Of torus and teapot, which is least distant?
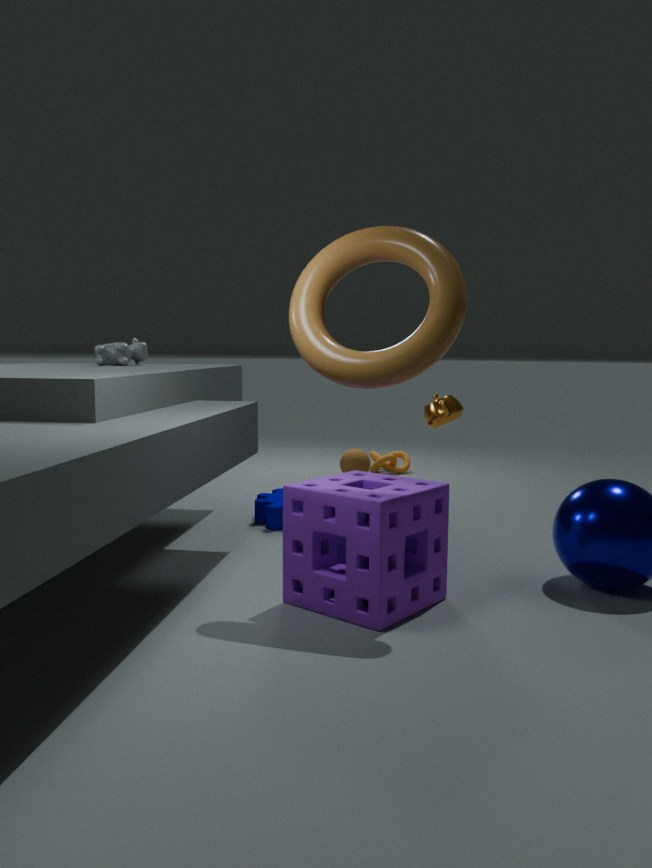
torus
